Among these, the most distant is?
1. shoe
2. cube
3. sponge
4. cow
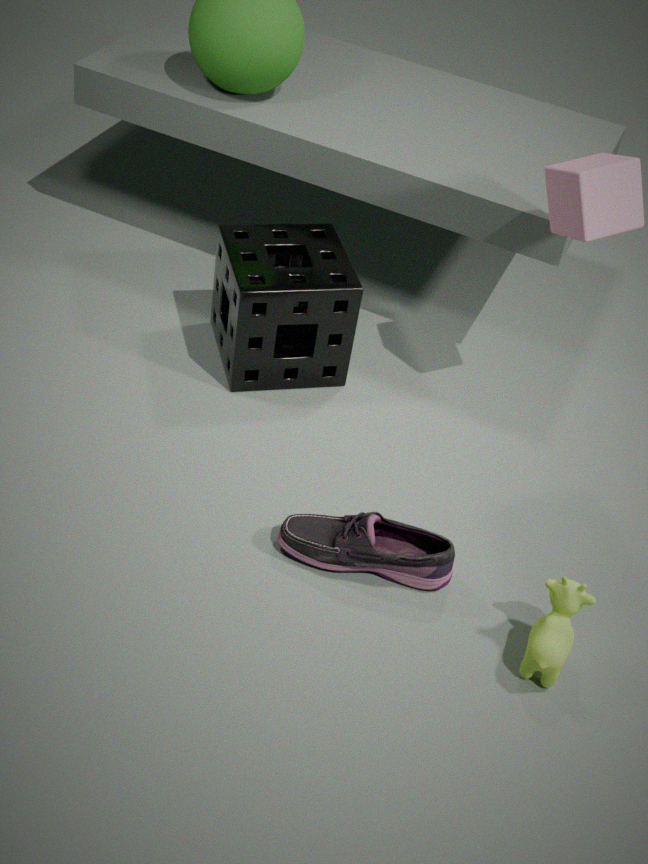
sponge
